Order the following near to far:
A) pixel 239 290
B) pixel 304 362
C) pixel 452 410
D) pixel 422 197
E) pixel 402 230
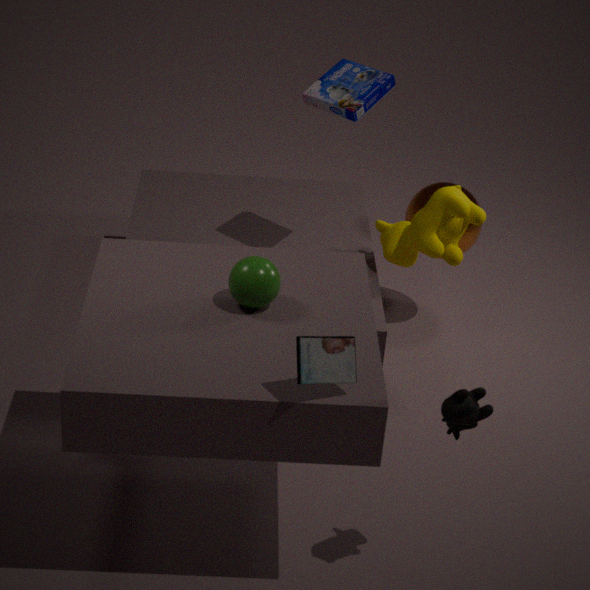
1. pixel 304 362
2. pixel 452 410
3. pixel 239 290
4. pixel 402 230
5. pixel 422 197
